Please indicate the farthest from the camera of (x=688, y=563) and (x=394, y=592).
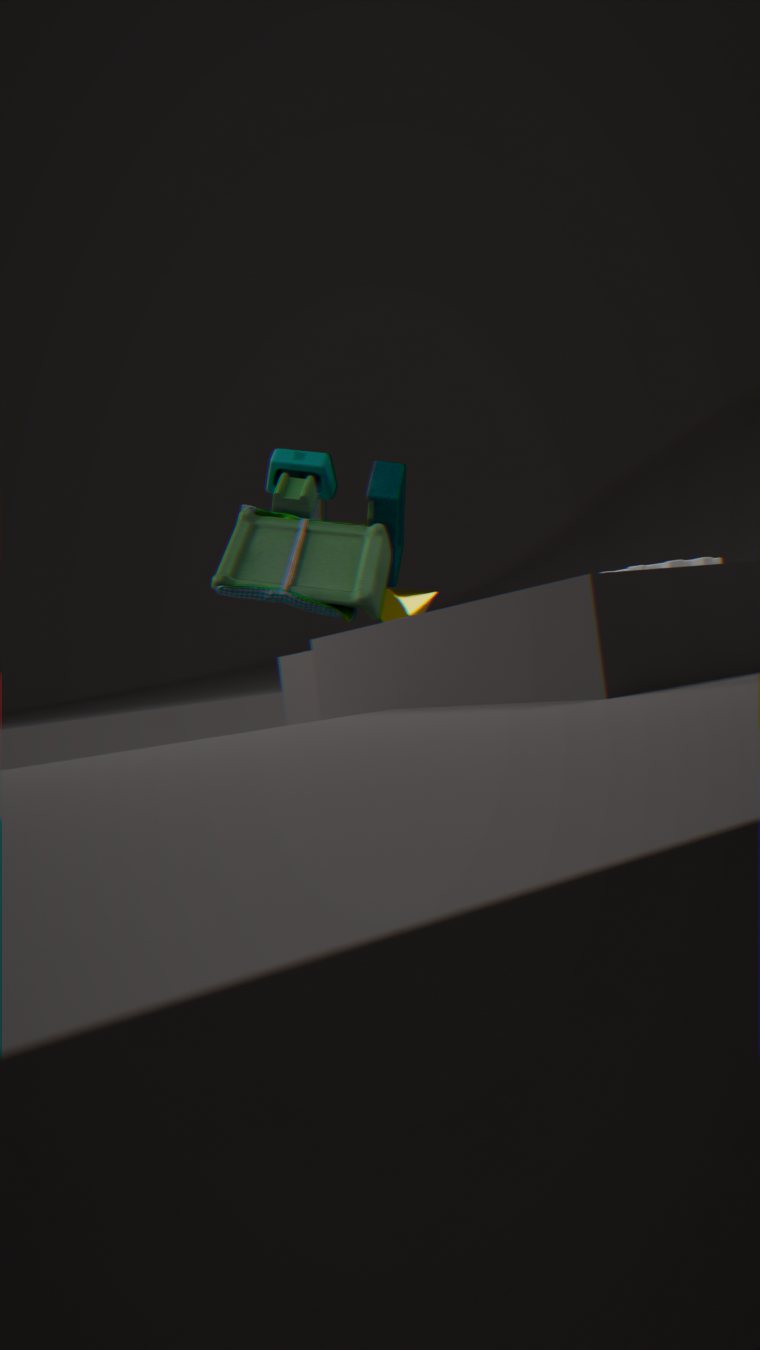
(x=394, y=592)
